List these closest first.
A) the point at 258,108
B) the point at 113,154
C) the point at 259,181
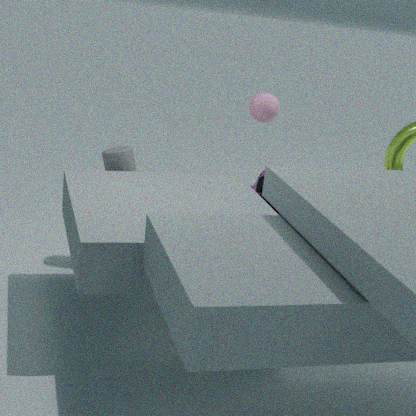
the point at 259,181 → the point at 113,154 → the point at 258,108
